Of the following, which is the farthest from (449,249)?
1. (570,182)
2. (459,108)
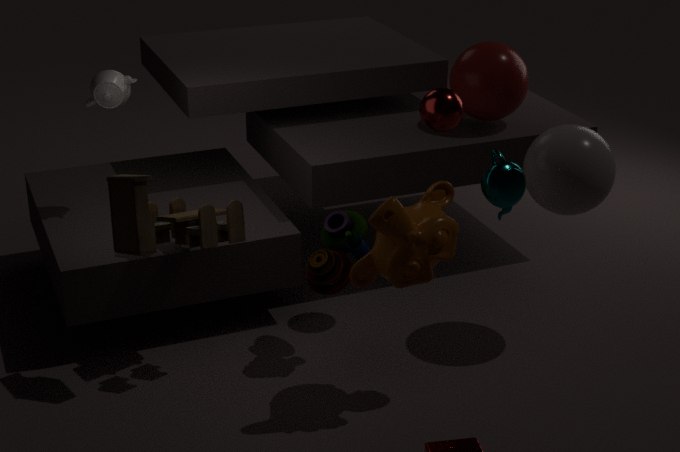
(570,182)
